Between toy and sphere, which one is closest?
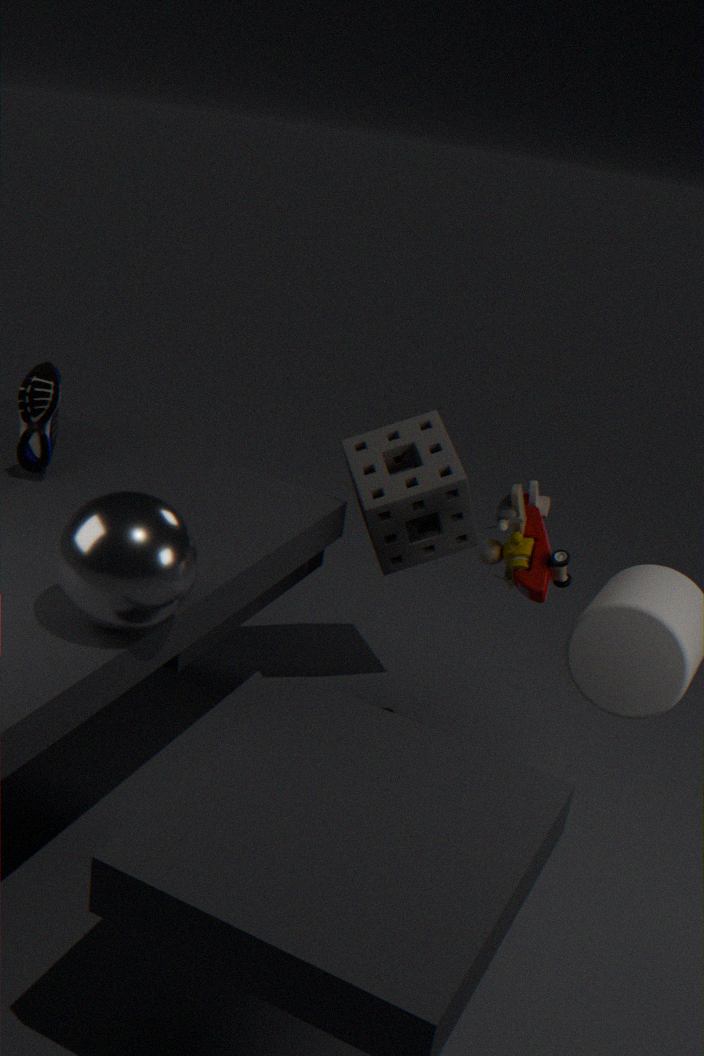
sphere
